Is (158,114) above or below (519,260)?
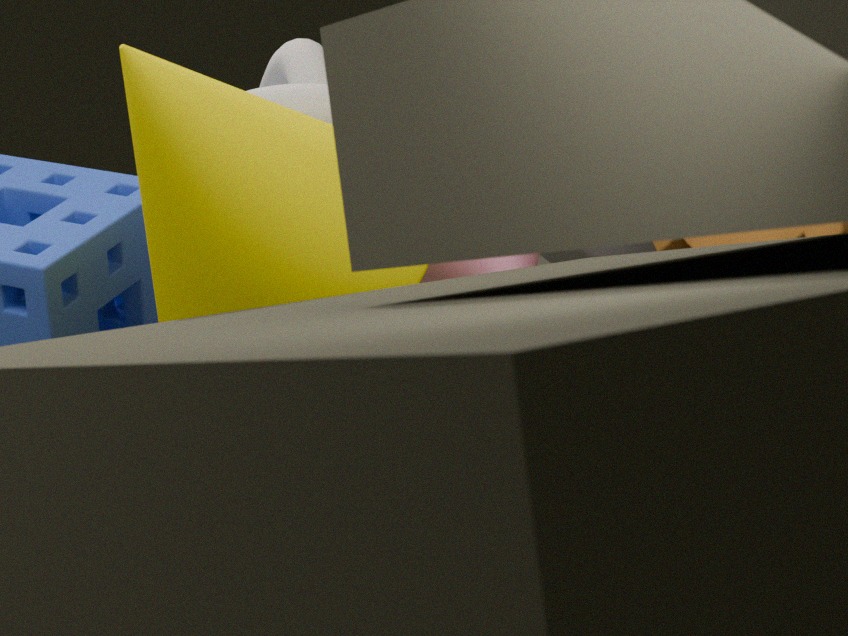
above
